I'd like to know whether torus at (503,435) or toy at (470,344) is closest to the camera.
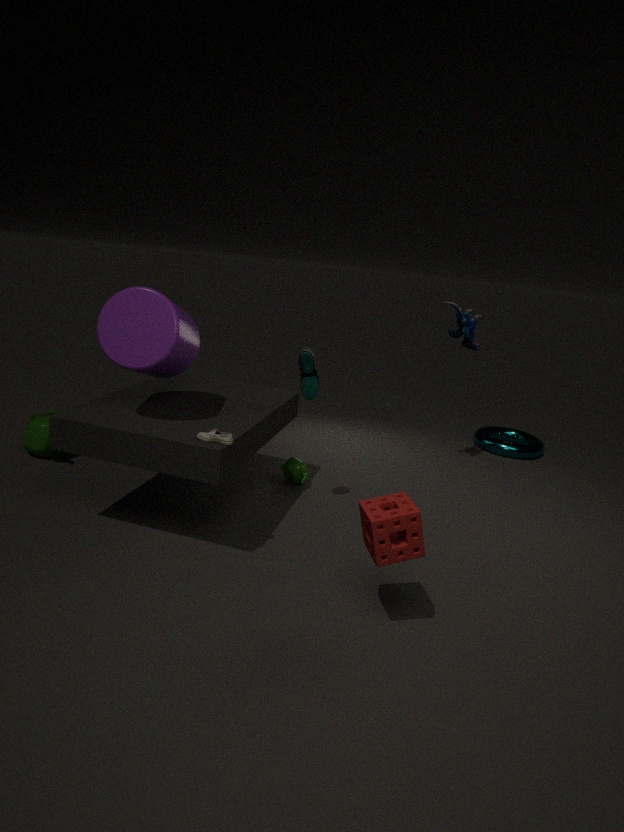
toy at (470,344)
